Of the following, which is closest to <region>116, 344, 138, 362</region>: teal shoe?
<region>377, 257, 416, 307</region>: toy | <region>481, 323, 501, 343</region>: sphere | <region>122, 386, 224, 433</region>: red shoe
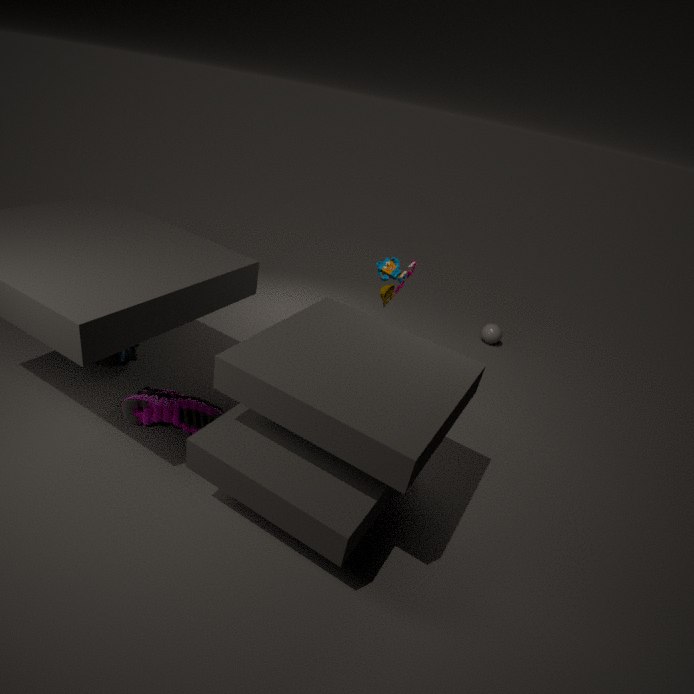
<region>122, 386, 224, 433</region>: red shoe
